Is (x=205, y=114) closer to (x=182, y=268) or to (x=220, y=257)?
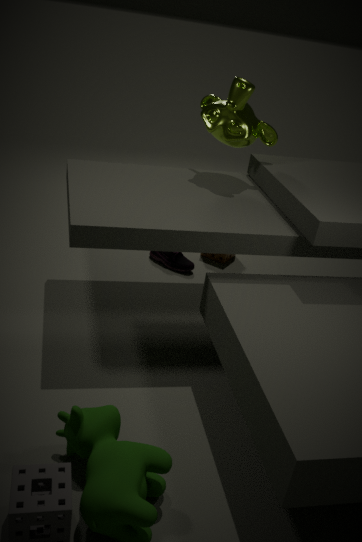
(x=220, y=257)
